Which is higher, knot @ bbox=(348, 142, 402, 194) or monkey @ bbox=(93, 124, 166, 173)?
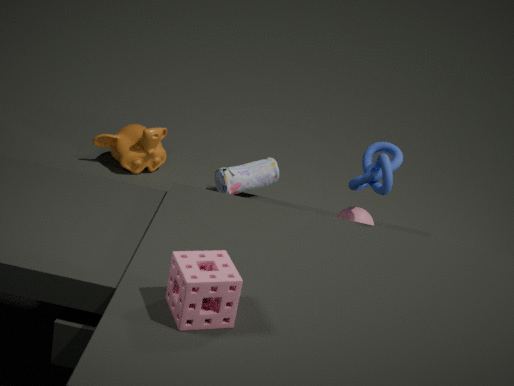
knot @ bbox=(348, 142, 402, 194)
